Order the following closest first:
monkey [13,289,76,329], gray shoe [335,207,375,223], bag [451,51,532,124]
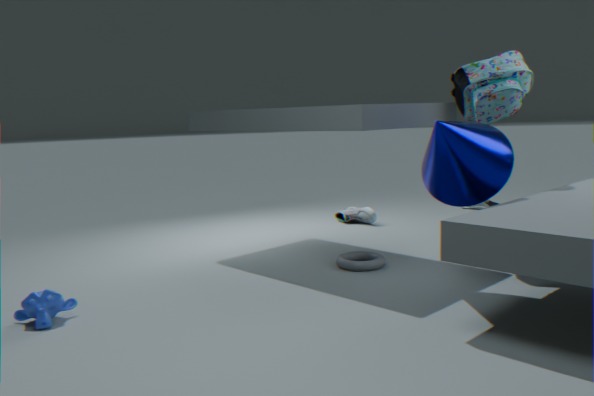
1. monkey [13,289,76,329]
2. bag [451,51,532,124]
3. gray shoe [335,207,375,223]
